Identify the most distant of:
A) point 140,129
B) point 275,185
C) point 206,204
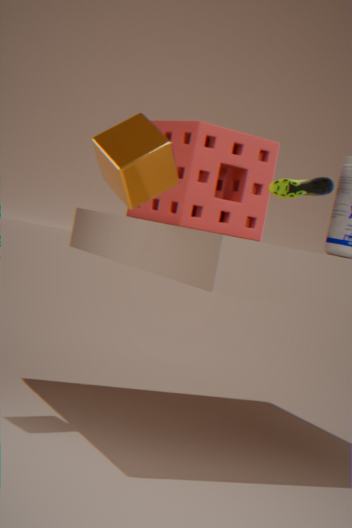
point 206,204
